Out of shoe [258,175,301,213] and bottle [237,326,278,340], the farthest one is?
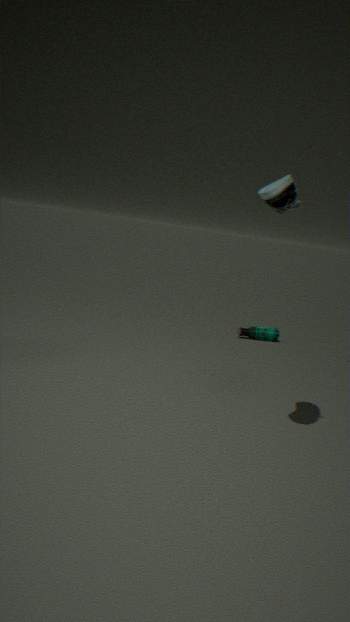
bottle [237,326,278,340]
